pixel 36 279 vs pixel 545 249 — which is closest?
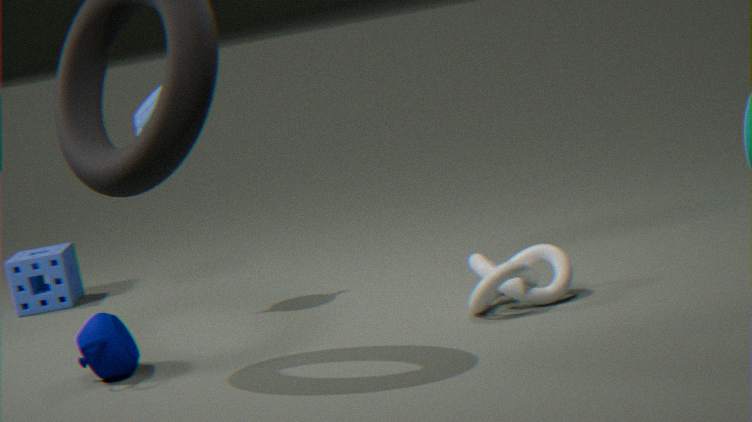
pixel 545 249
